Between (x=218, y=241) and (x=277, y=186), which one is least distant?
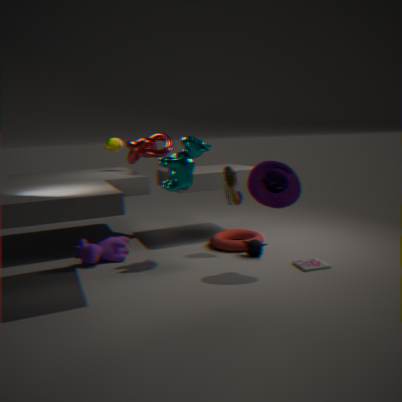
(x=277, y=186)
